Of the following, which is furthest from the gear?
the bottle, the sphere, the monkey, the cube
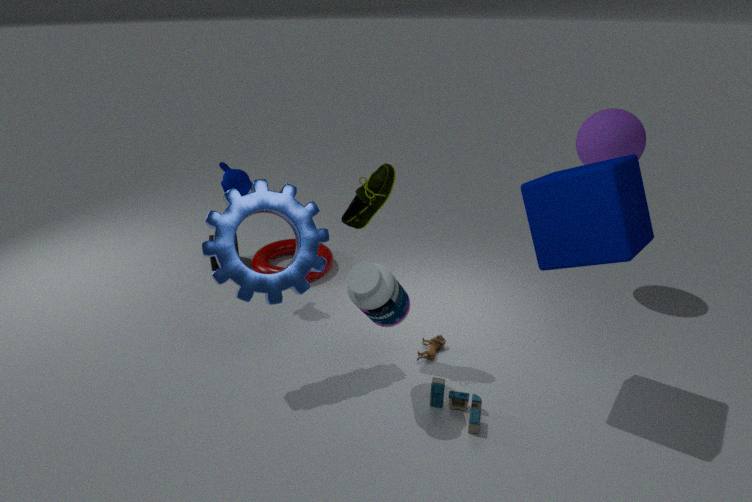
the sphere
